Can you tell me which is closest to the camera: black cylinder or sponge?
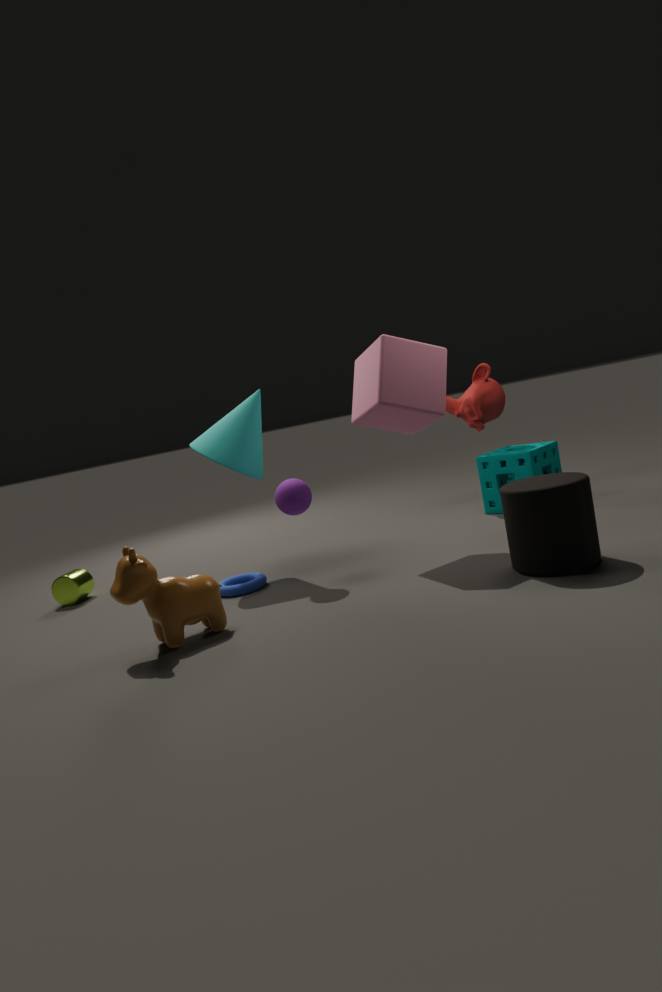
black cylinder
